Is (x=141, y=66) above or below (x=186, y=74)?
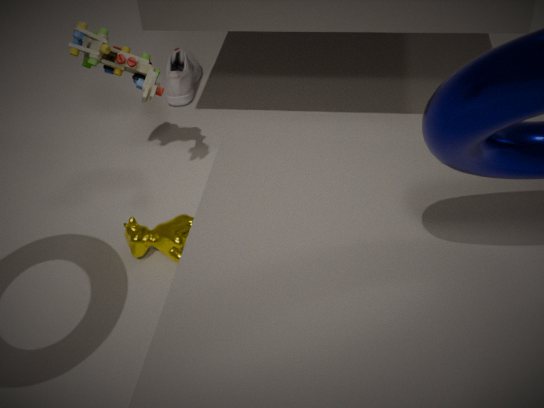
above
